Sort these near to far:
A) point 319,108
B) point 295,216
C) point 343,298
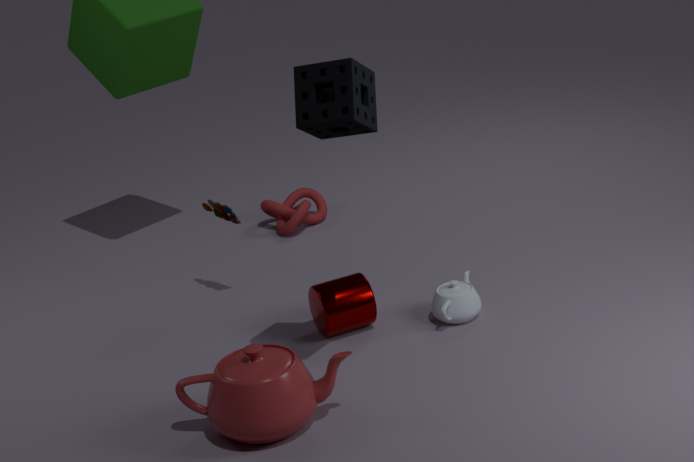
point 319,108 → point 343,298 → point 295,216
